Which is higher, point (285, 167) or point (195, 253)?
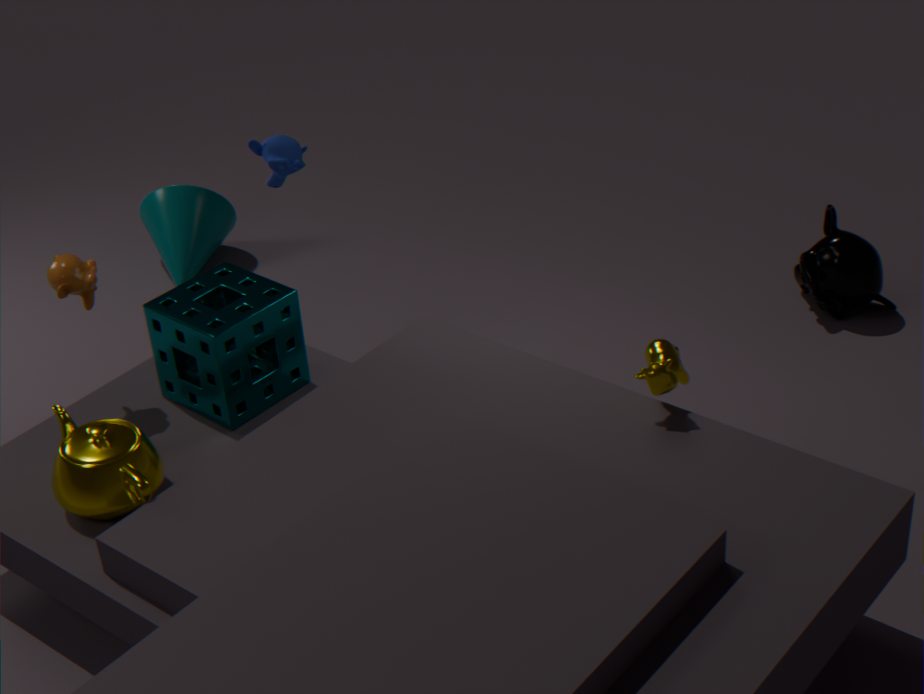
point (285, 167)
